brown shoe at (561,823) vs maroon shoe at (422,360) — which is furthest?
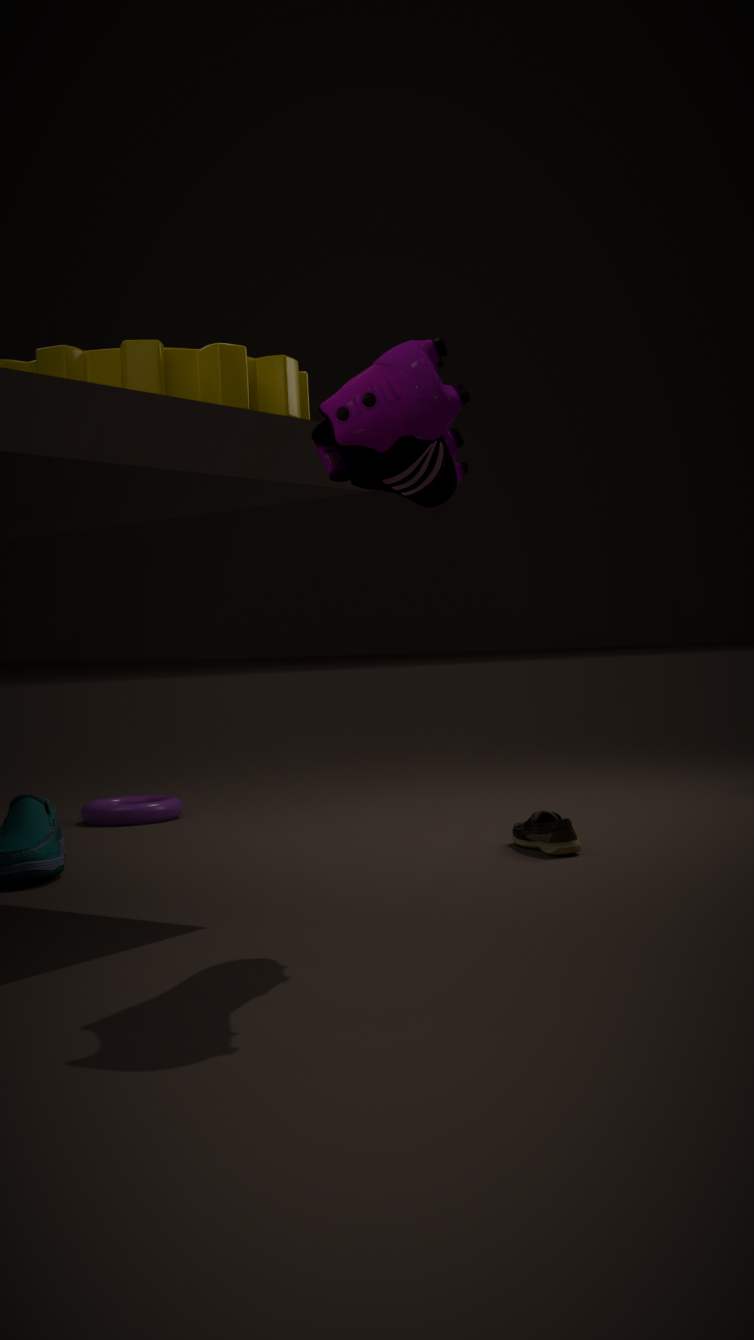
brown shoe at (561,823)
